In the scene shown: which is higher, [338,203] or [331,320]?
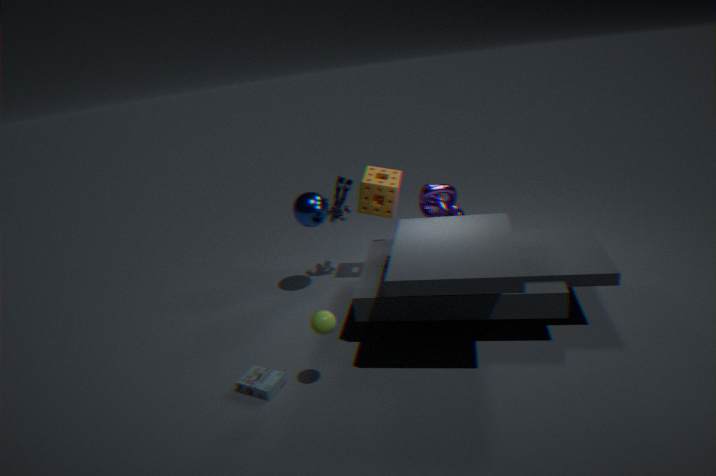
[338,203]
